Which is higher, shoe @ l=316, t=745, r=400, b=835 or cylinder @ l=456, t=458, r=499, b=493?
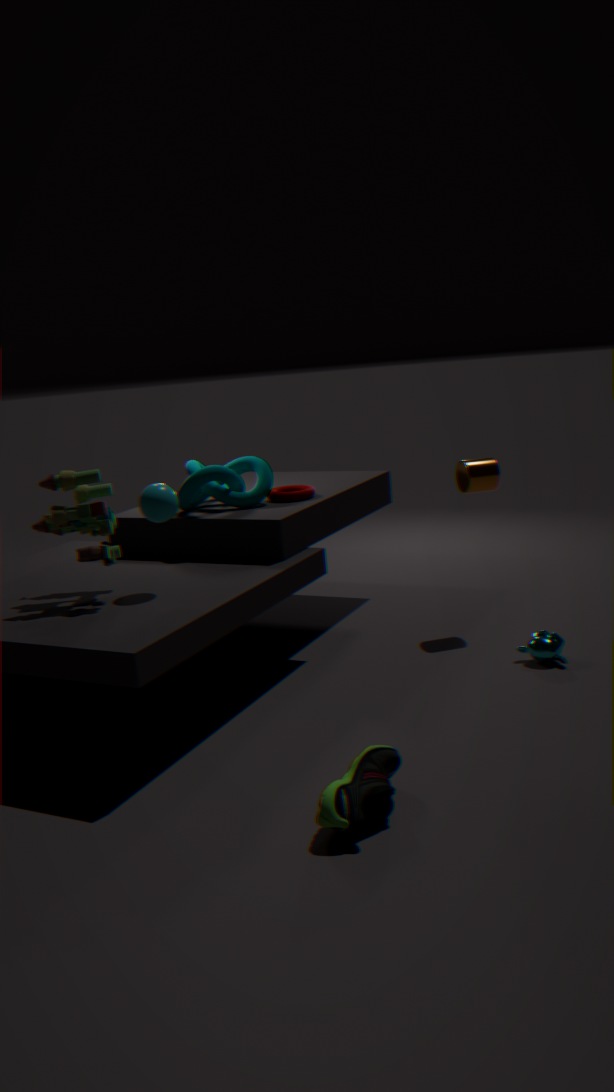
cylinder @ l=456, t=458, r=499, b=493
